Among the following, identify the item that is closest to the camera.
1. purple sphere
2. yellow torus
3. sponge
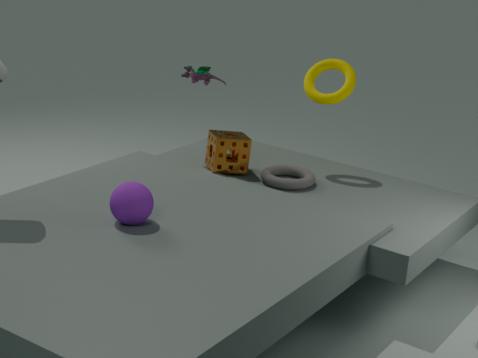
purple sphere
